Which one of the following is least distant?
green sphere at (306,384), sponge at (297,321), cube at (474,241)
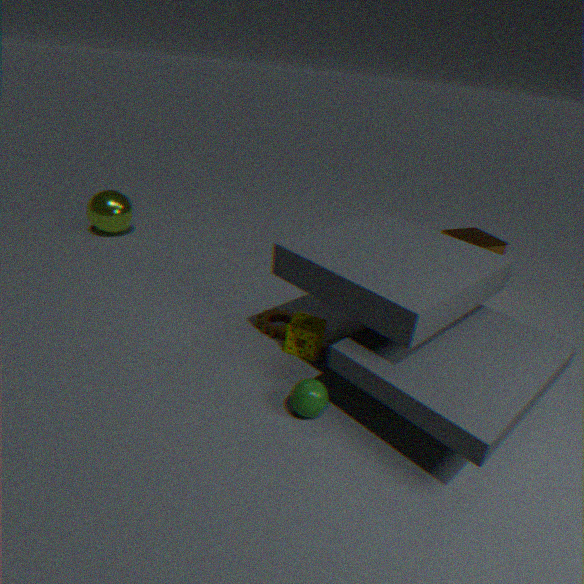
green sphere at (306,384)
